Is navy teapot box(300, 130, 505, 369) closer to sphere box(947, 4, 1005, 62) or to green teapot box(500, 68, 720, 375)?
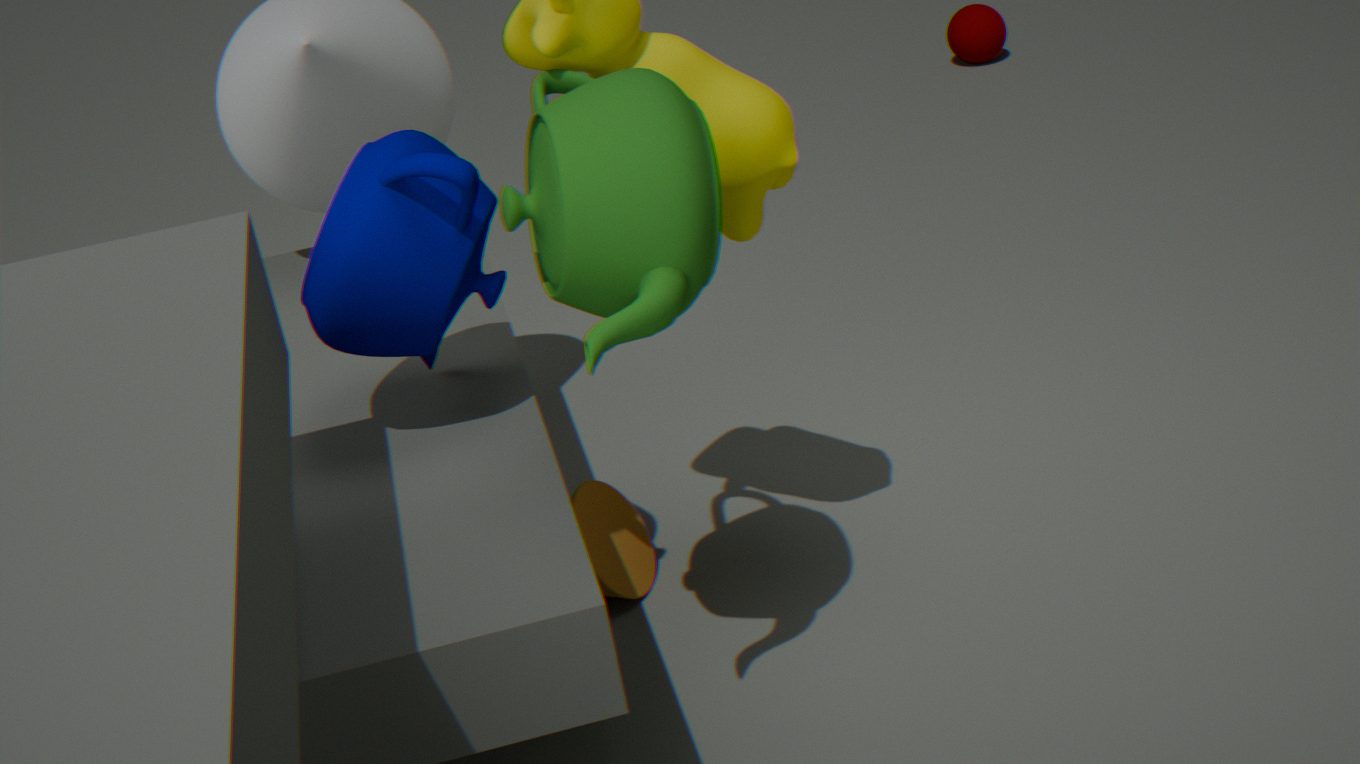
green teapot box(500, 68, 720, 375)
